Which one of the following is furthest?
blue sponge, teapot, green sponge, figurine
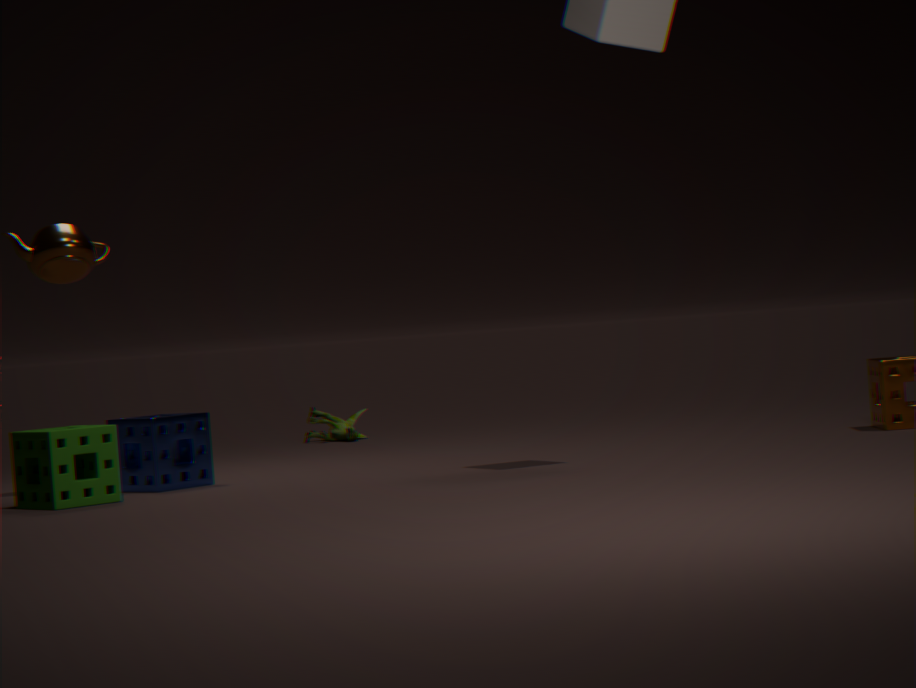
figurine
